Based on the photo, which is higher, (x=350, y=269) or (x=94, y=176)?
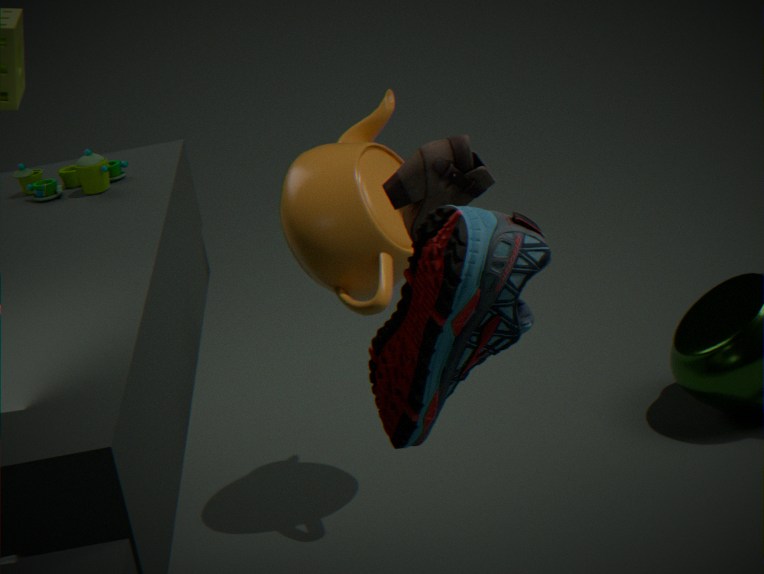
(x=94, y=176)
